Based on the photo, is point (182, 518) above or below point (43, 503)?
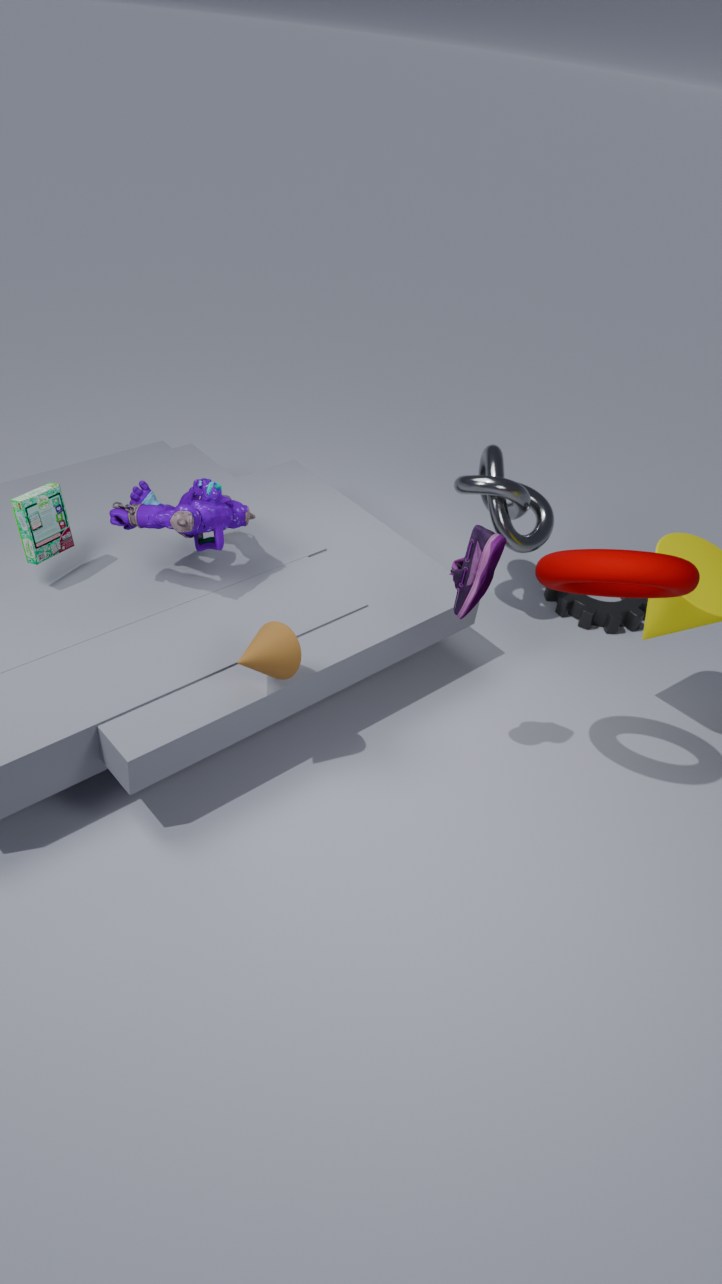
above
